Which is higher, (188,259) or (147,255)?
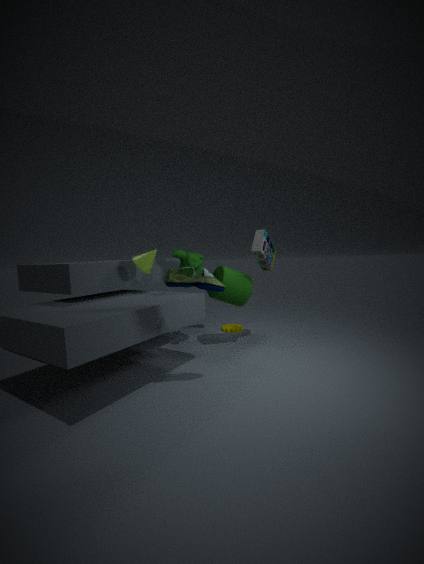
(147,255)
